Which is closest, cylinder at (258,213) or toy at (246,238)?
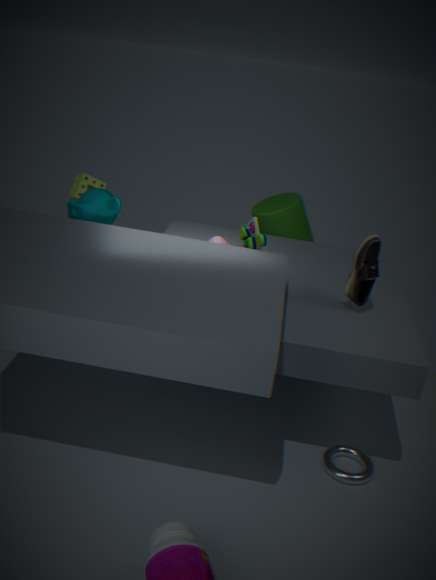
toy at (246,238)
